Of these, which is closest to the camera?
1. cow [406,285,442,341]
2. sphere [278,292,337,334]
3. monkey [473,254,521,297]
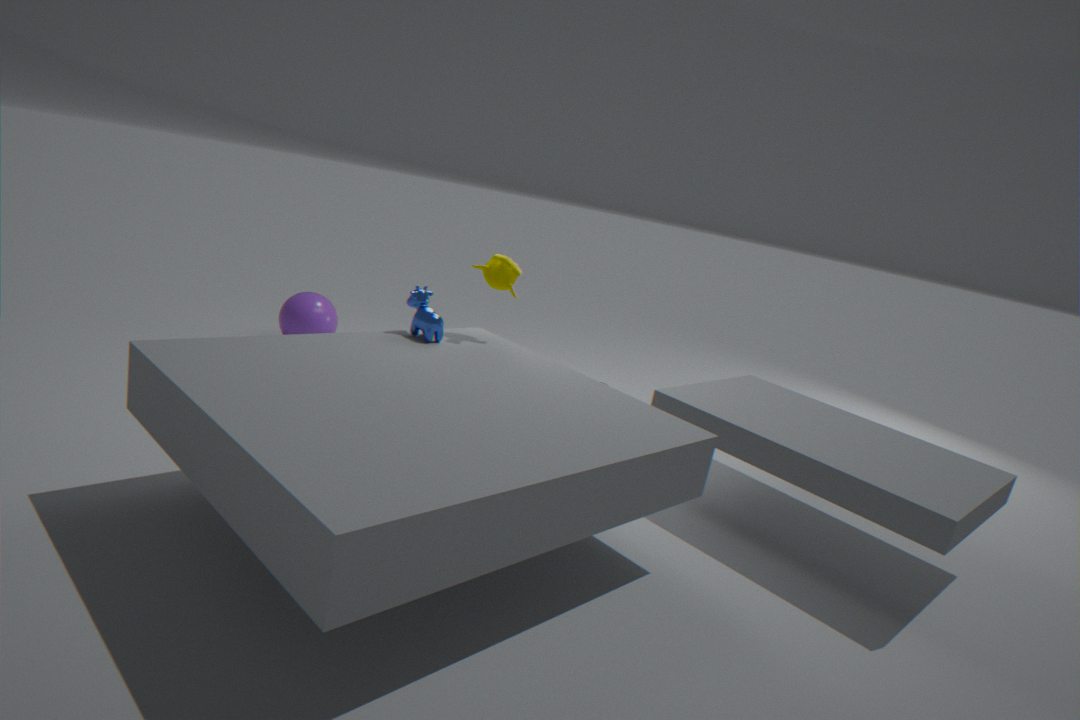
cow [406,285,442,341]
